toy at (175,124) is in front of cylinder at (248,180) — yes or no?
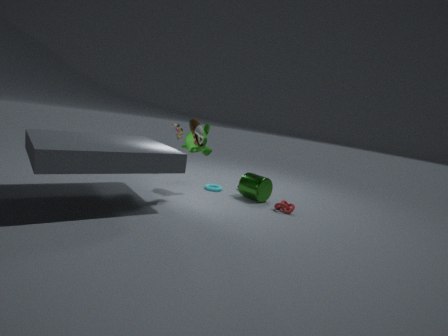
No
